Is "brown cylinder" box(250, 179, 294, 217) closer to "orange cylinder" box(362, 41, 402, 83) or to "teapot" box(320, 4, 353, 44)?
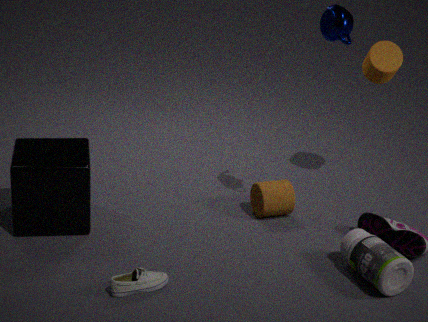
"orange cylinder" box(362, 41, 402, 83)
